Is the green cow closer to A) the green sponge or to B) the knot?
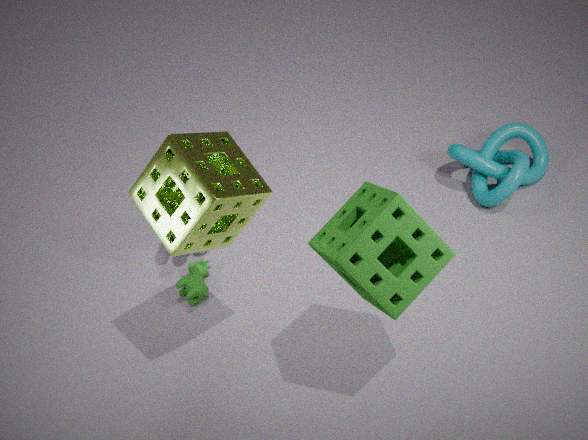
A) the green sponge
